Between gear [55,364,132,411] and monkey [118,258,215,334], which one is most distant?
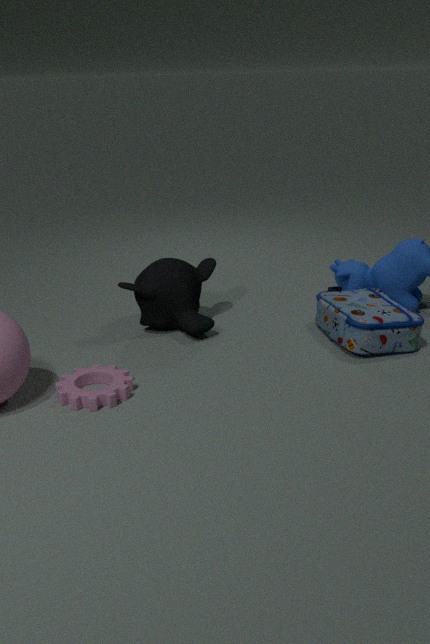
monkey [118,258,215,334]
